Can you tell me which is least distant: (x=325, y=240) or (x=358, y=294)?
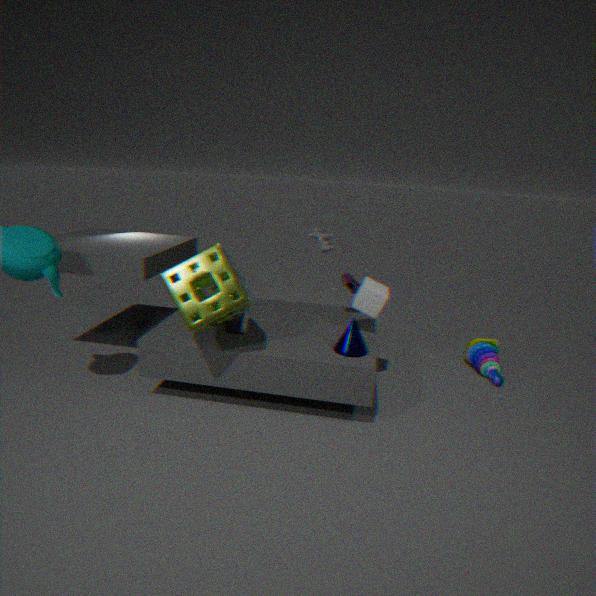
(x=358, y=294)
